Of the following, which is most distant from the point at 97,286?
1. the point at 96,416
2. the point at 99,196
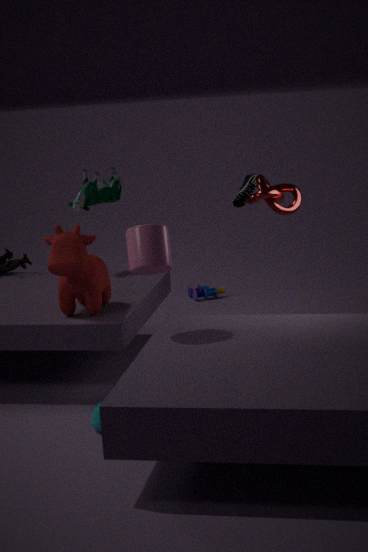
the point at 99,196
